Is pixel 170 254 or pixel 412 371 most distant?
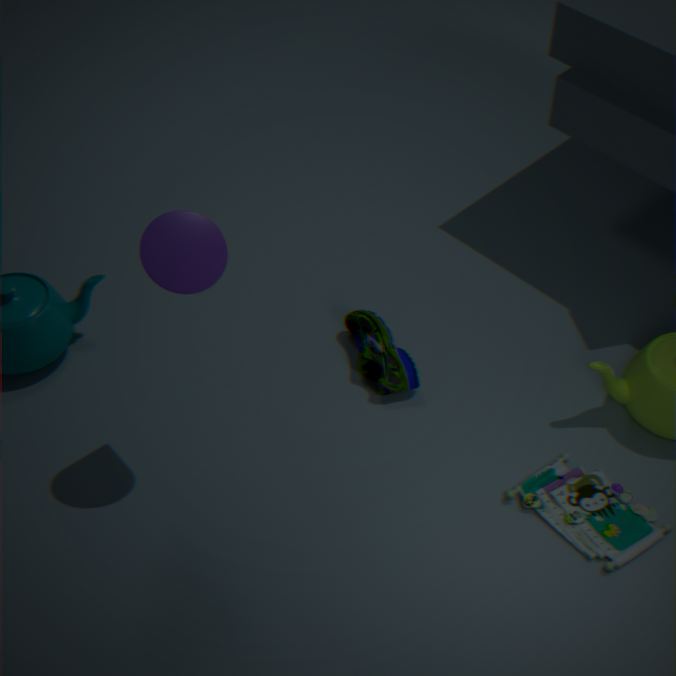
pixel 412 371
